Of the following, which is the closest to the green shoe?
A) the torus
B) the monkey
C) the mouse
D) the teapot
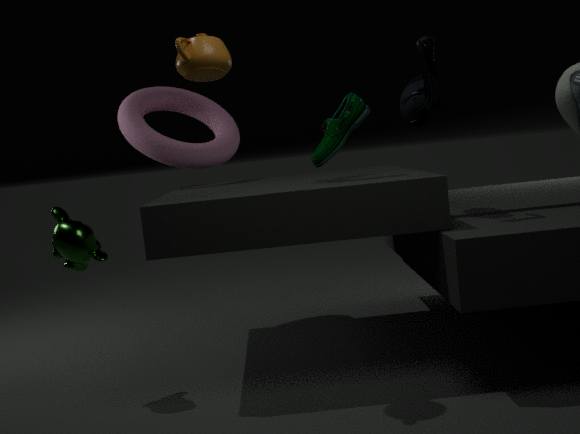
the mouse
